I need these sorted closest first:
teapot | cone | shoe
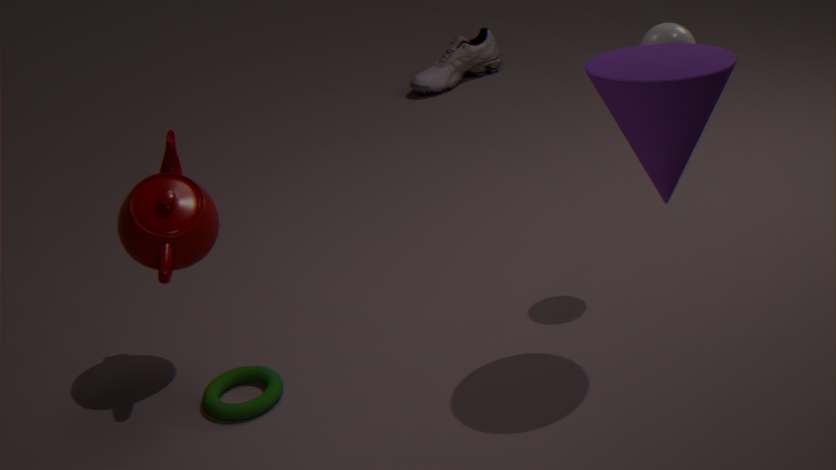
1. cone
2. teapot
3. shoe
